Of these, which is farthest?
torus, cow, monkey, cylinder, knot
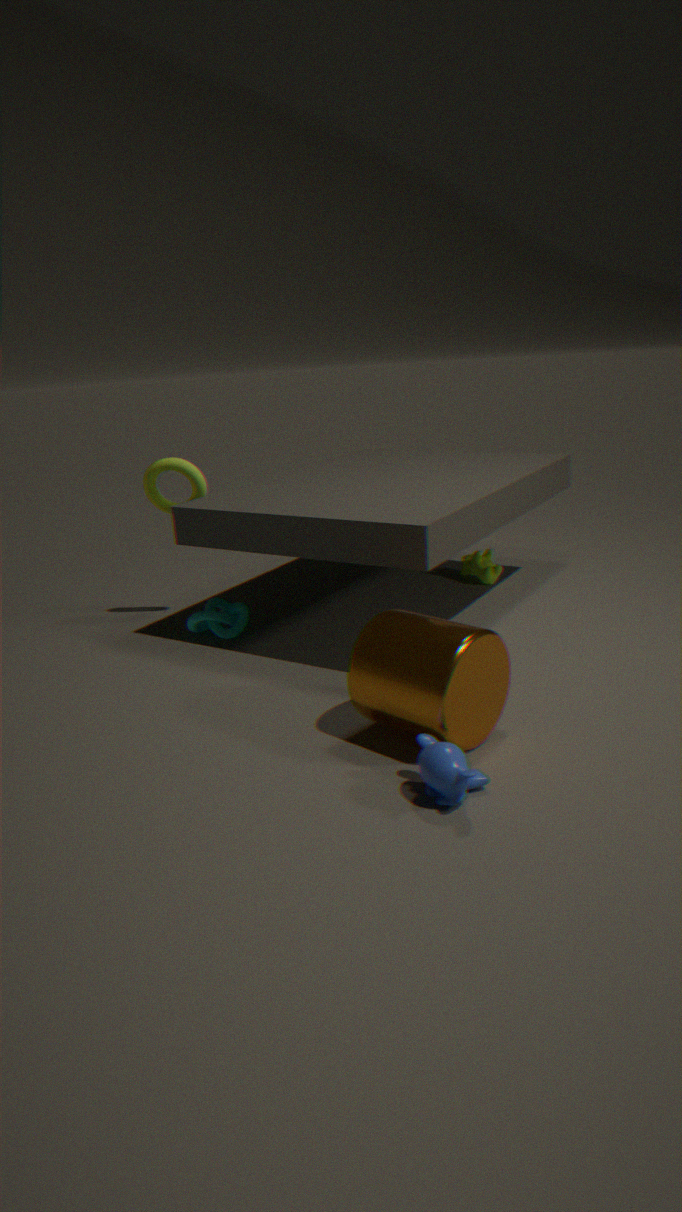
cow
